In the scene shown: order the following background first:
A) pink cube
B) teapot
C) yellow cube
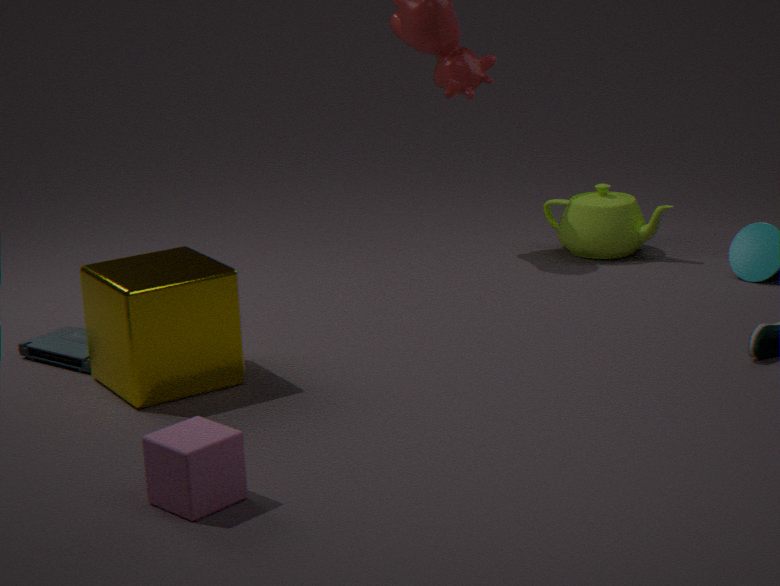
teapot < yellow cube < pink cube
